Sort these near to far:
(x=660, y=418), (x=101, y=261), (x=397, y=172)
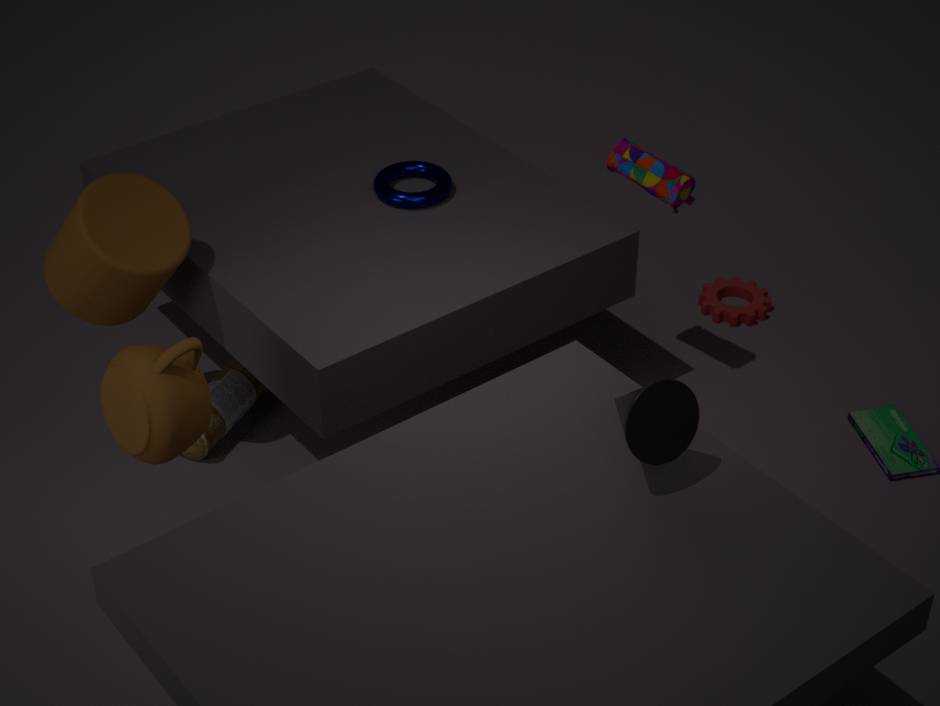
(x=660, y=418) < (x=101, y=261) < (x=397, y=172)
